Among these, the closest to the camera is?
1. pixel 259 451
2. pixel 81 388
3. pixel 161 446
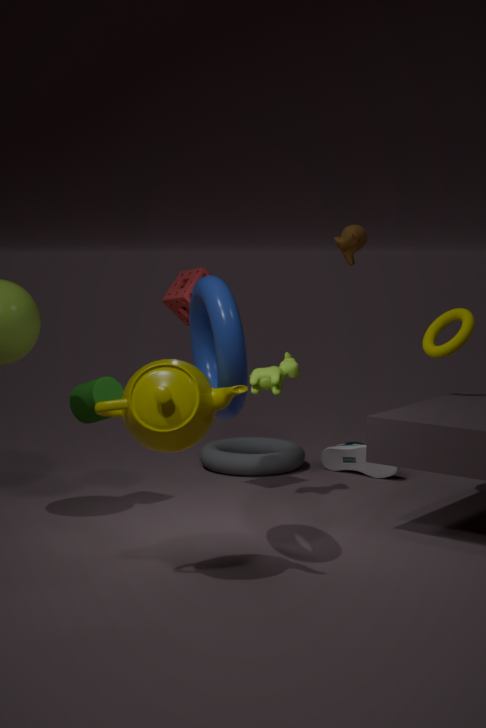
pixel 161 446
